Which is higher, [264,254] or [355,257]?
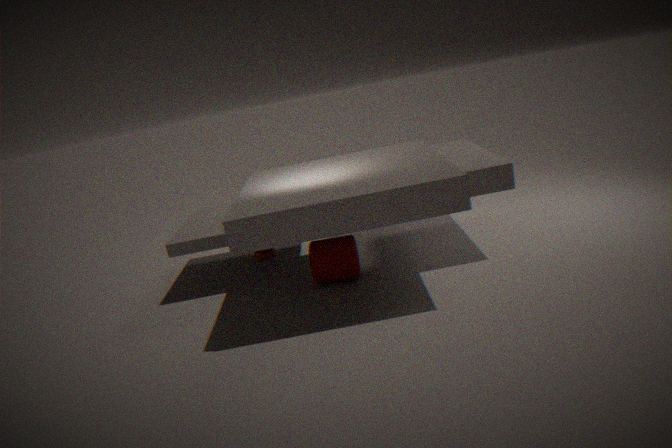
[355,257]
